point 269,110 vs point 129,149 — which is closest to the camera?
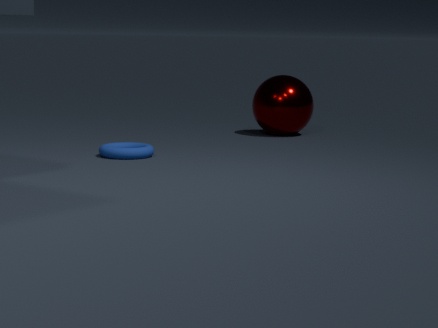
point 129,149
